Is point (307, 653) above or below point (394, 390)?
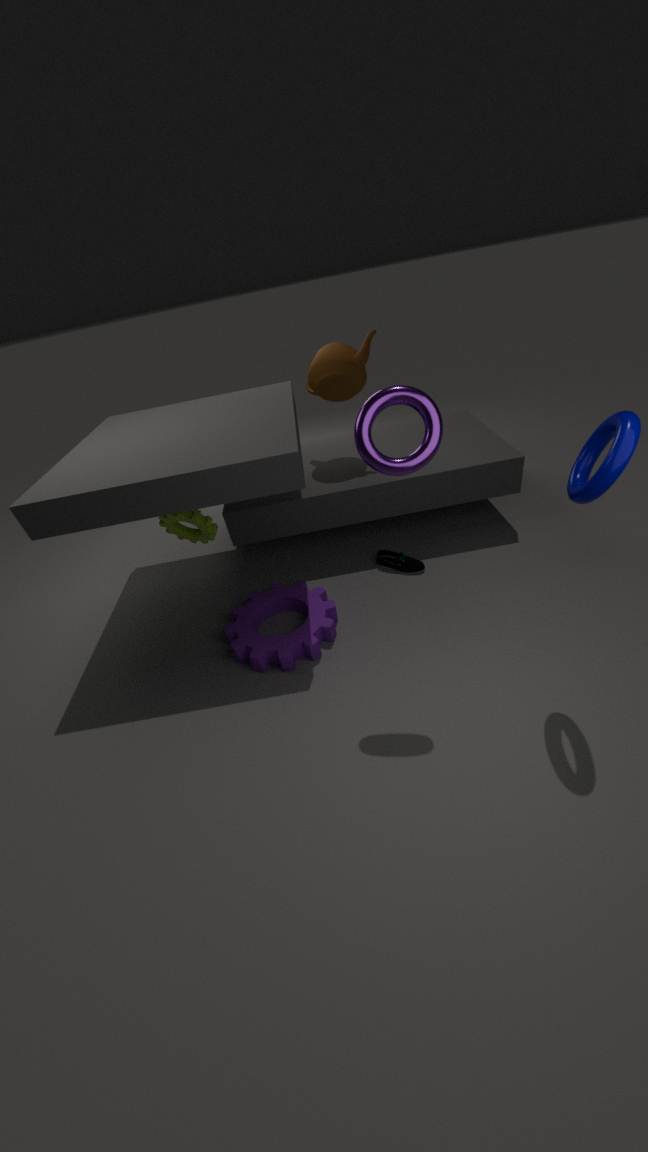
below
